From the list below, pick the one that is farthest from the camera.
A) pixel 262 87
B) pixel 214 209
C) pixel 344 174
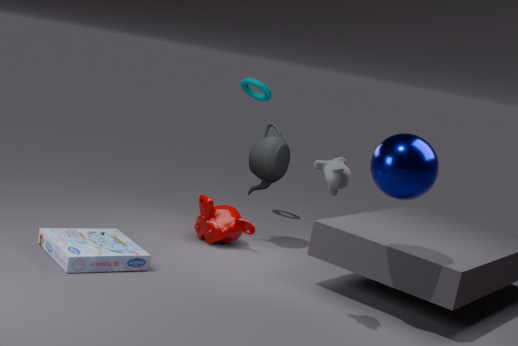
pixel 262 87
